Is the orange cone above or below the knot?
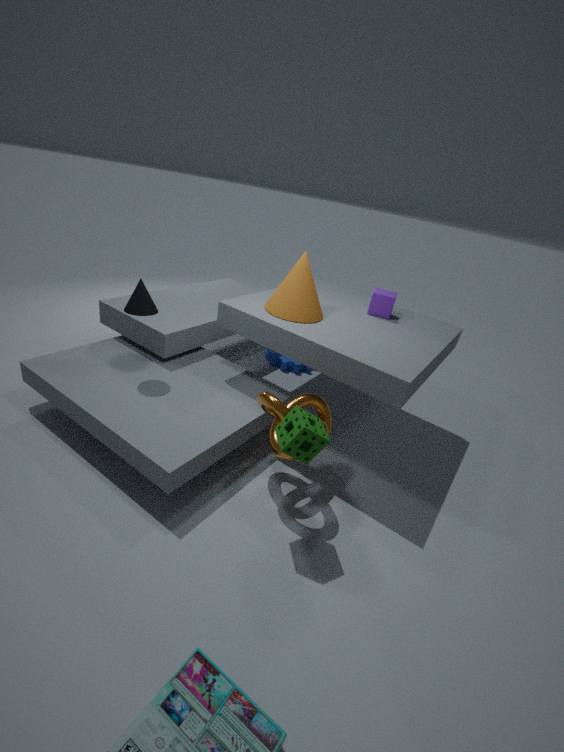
above
